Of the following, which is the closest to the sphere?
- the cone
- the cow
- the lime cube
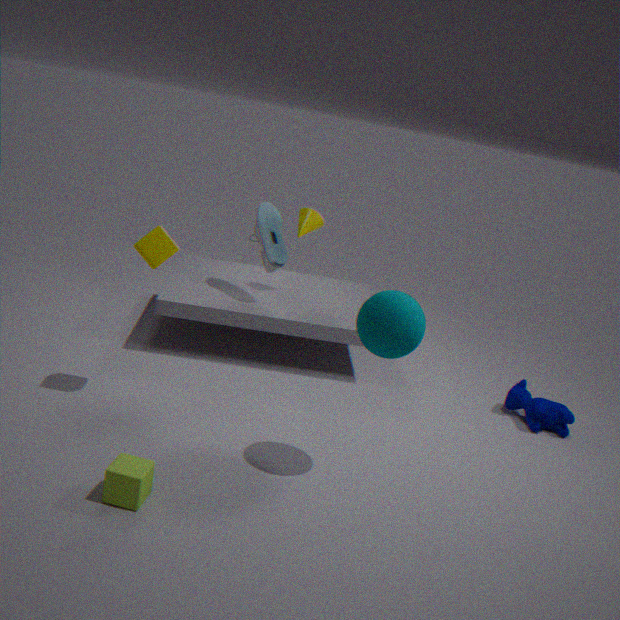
the lime cube
